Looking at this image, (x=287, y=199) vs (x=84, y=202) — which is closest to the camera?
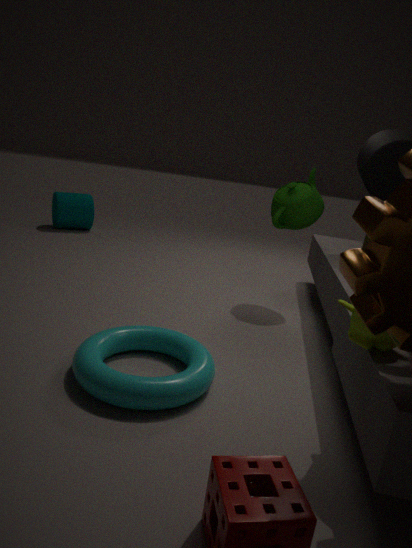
(x=287, y=199)
